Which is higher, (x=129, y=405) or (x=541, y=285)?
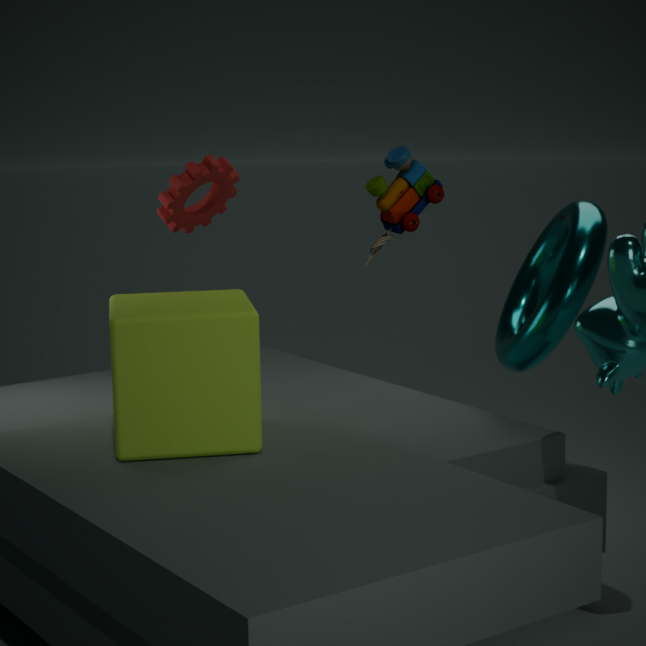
(x=541, y=285)
